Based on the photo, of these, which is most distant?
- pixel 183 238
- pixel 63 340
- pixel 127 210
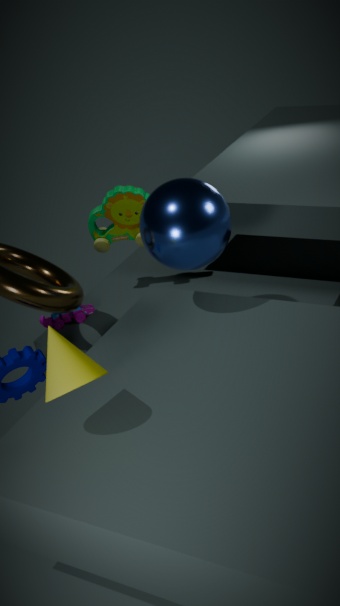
pixel 127 210
